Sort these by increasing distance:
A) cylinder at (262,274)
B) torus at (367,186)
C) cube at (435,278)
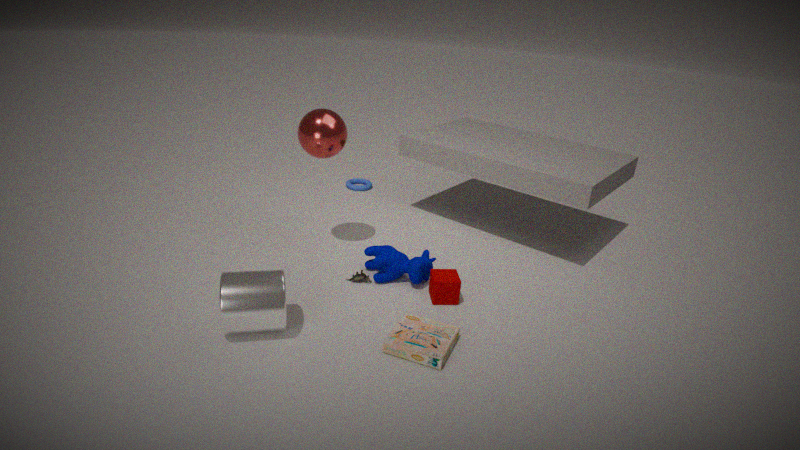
1. cylinder at (262,274)
2. cube at (435,278)
3. torus at (367,186)
